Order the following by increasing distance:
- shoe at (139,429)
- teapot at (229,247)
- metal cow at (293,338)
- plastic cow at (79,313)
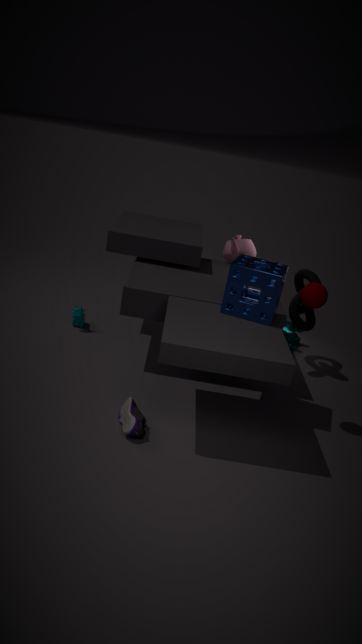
1. shoe at (139,429)
2. plastic cow at (79,313)
3. teapot at (229,247)
4. metal cow at (293,338)
